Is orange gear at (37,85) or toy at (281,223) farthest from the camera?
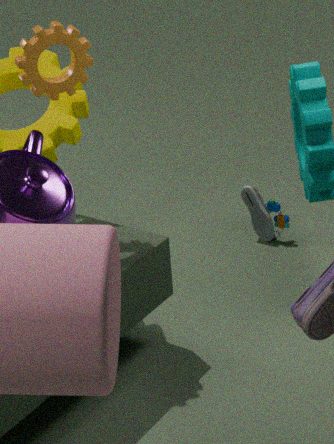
toy at (281,223)
